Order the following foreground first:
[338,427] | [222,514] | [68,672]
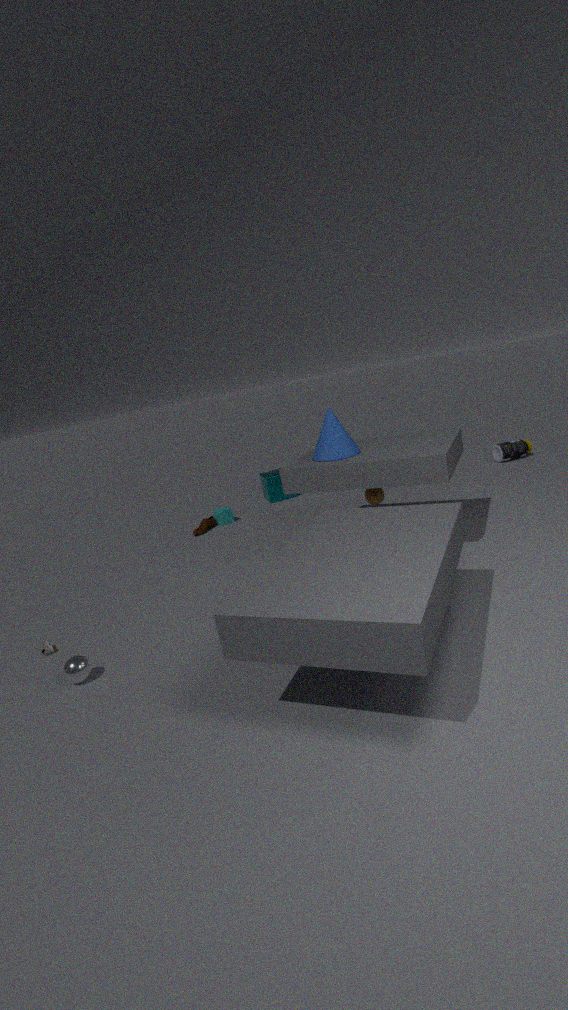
[68,672] < [338,427] < [222,514]
